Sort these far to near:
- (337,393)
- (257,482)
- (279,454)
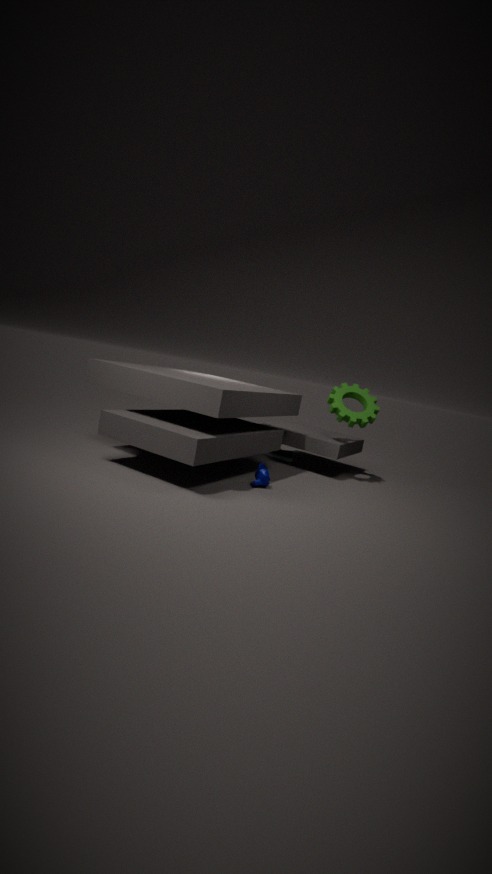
1. (279,454)
2. (337,393)
3. (257,482)
